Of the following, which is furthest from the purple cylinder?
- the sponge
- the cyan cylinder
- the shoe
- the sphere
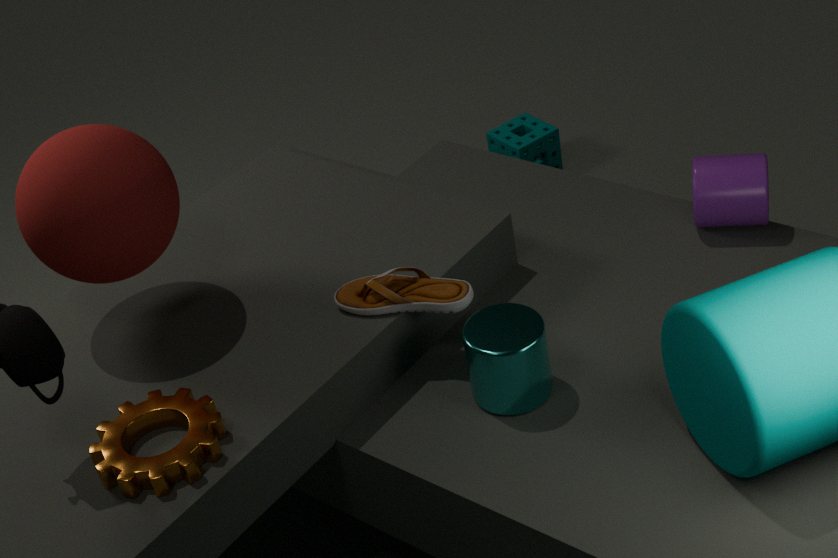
the sphere
